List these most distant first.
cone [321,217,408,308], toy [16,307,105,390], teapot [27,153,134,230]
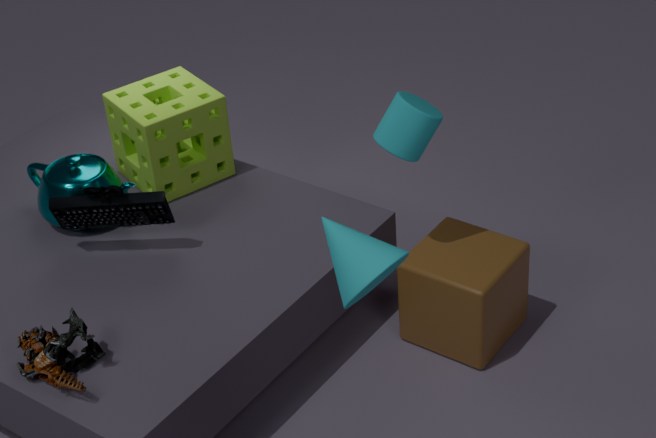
teapot [27,153,134,230], toy [16,307,105,390], cone [321,217,408,308]
